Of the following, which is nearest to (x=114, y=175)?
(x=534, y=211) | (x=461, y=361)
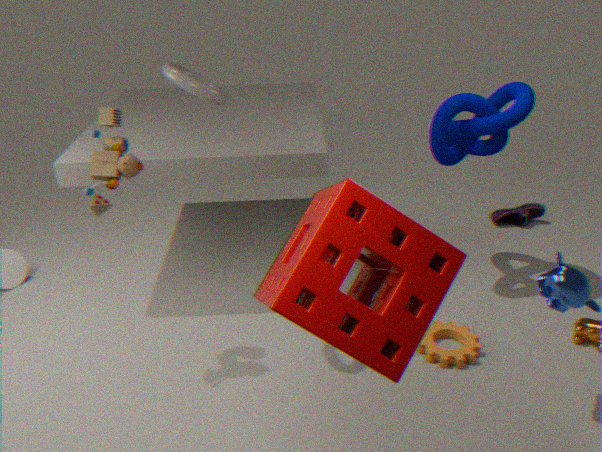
(x=461, y=361)
